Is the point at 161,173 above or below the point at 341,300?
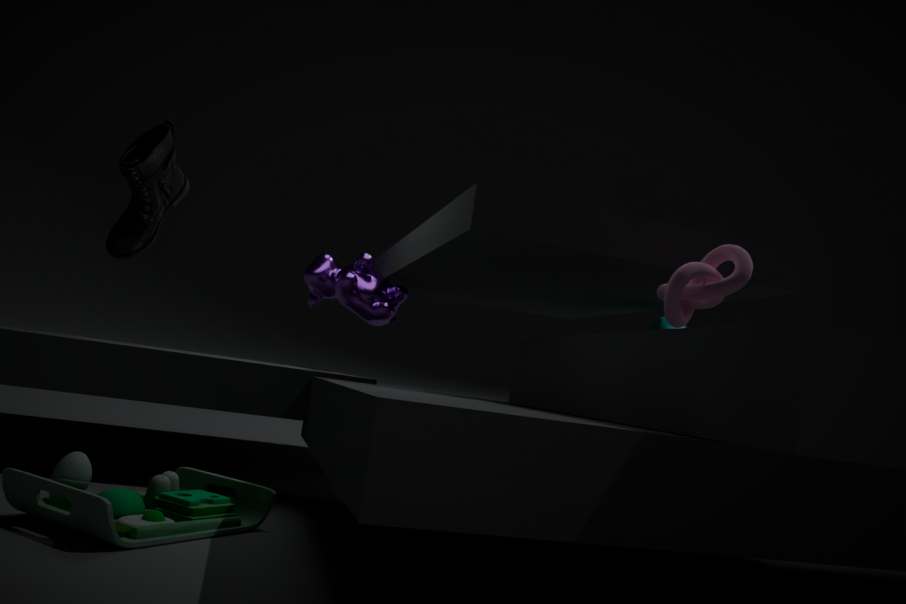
above
